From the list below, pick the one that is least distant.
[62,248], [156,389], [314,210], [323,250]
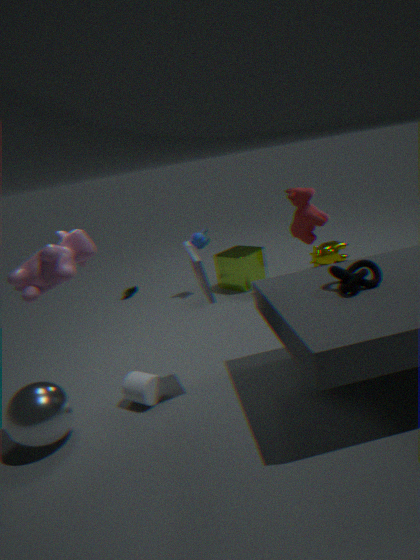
[62,248]
